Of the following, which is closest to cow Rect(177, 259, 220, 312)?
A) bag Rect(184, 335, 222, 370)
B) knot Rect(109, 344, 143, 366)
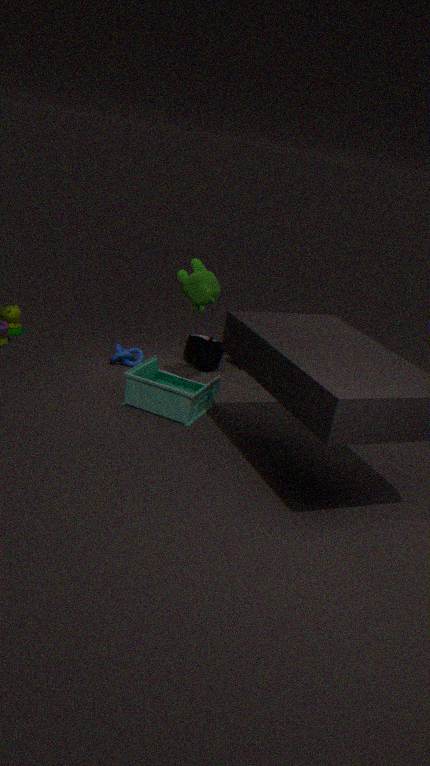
bag Rect(184, 335, 222, 370)
